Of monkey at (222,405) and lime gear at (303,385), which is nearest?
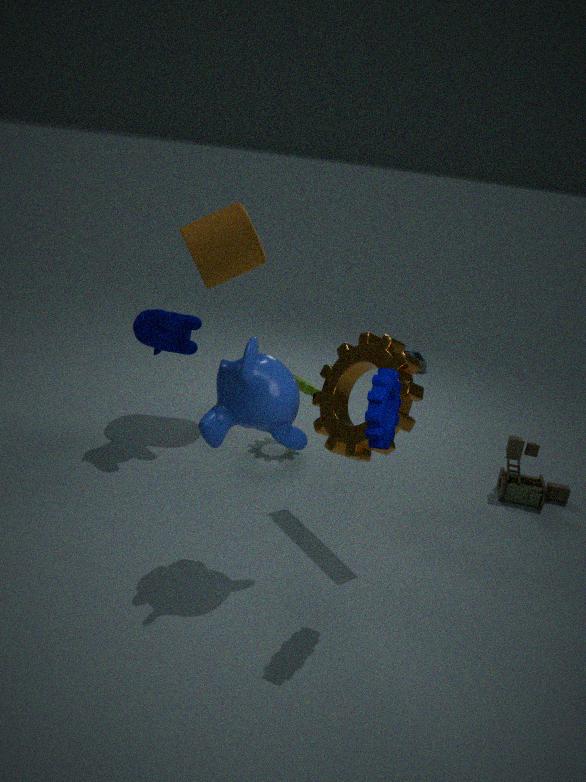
monkey at (222,405)
